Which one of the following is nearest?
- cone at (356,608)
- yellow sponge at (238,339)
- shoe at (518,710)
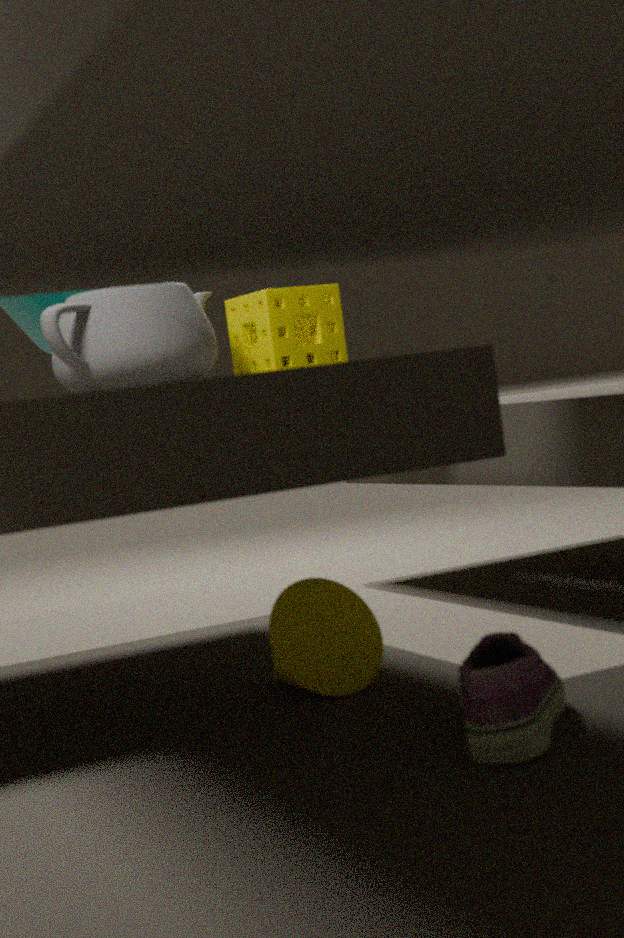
shoe at (518,710)
